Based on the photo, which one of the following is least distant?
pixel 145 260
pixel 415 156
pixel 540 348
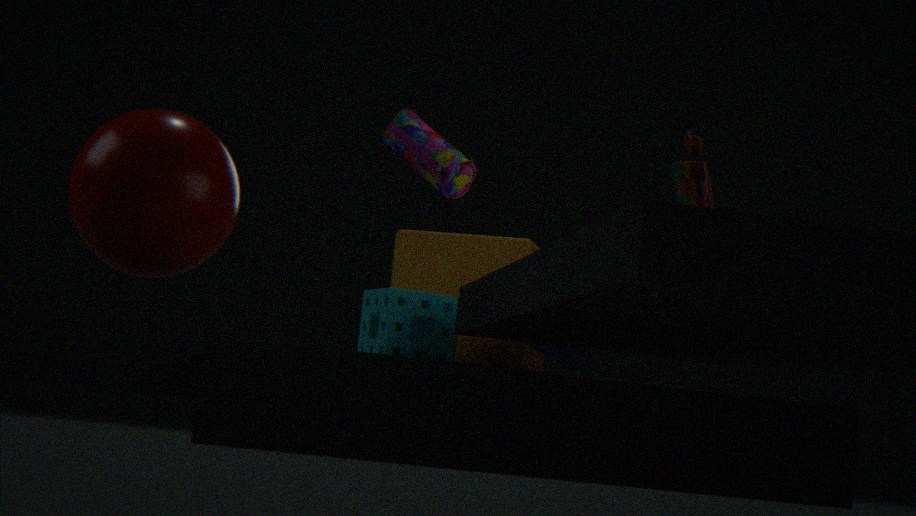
pixel 415 156
